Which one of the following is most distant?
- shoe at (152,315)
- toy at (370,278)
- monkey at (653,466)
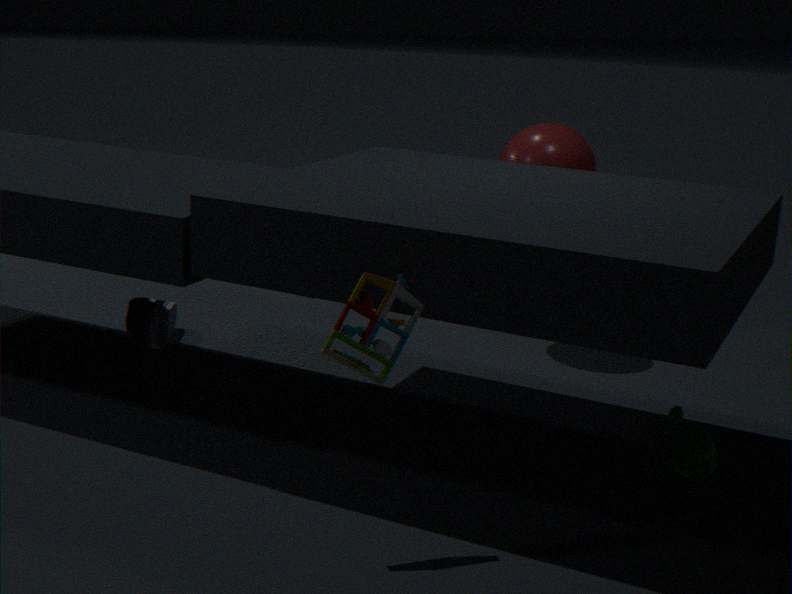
shoe at (152,315)
